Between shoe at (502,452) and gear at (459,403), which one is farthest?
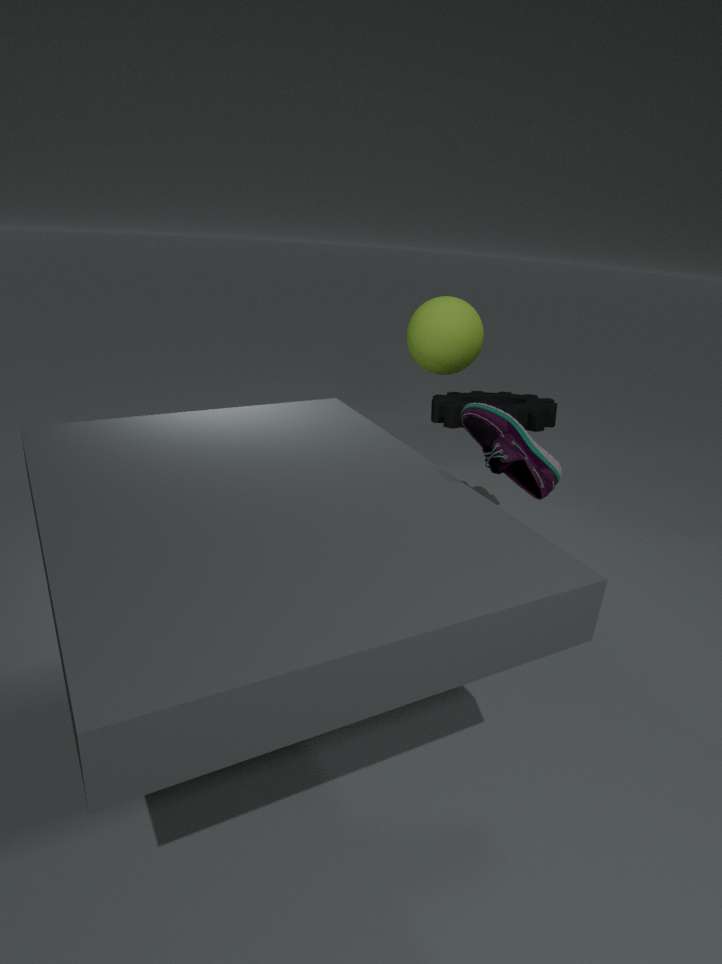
gear at (459,403)
